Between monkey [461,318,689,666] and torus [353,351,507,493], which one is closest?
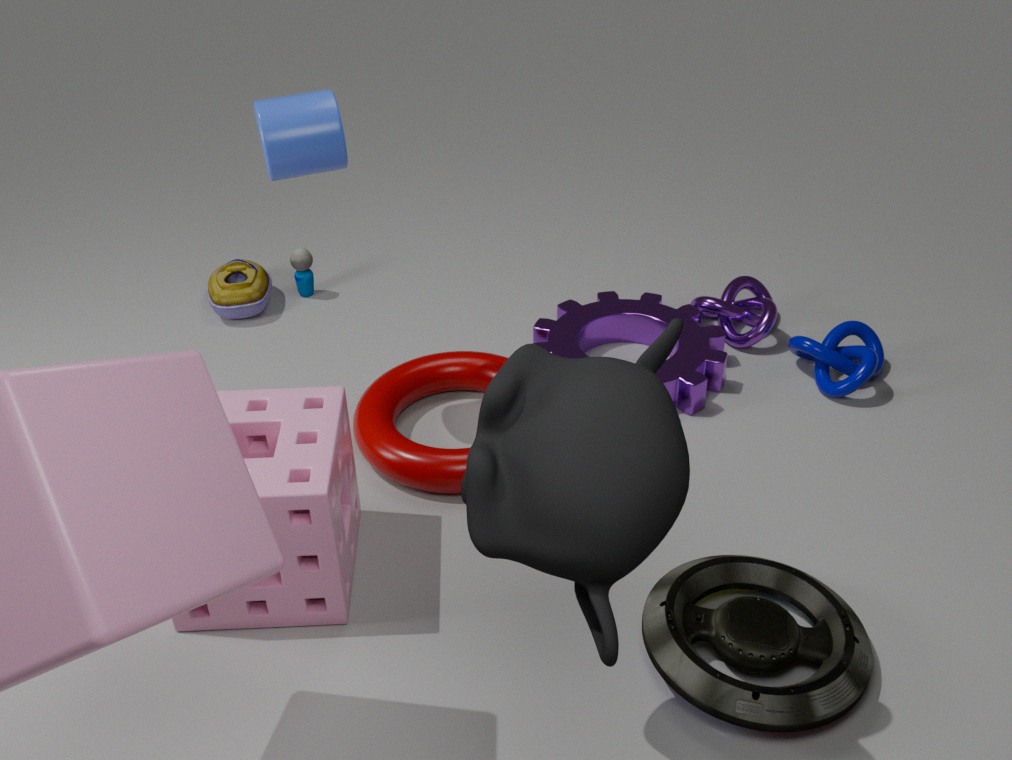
monkey [461,318,689,666]
